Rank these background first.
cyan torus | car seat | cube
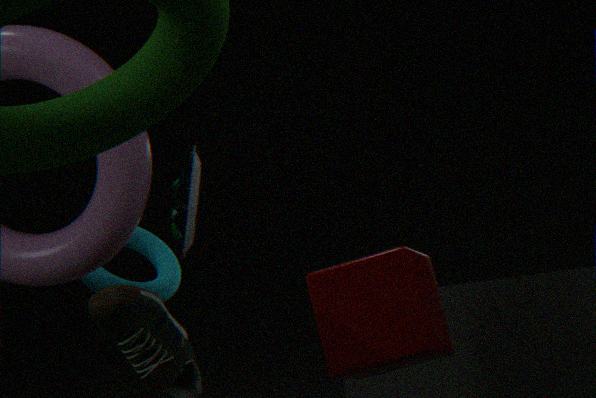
cyan torus → car seat → cube
